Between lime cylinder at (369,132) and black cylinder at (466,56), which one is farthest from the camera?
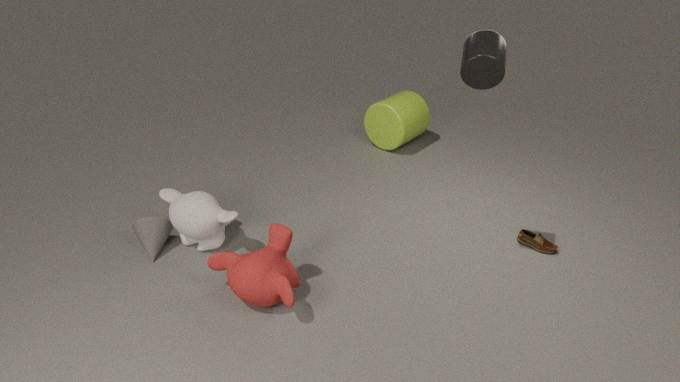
lime cylinder at (369,132)
